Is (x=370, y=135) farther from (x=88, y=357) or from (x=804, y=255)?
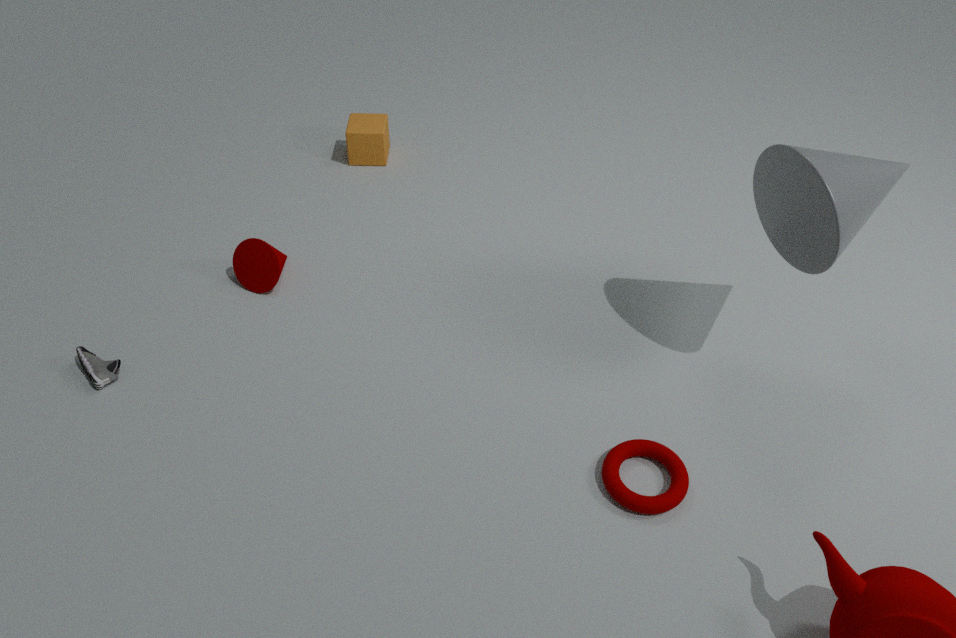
(x=804, y=255)
